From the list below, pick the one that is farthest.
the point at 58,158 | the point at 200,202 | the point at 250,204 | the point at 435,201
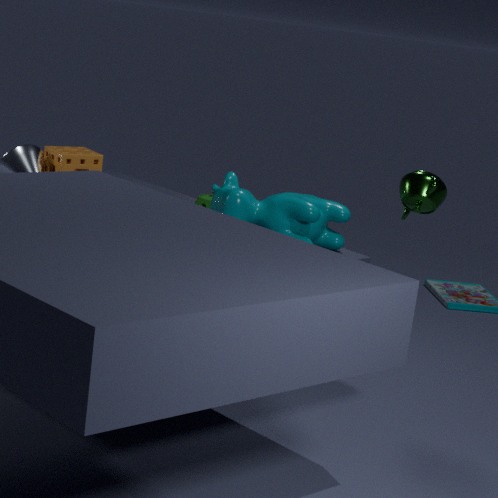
the point at 58,158
